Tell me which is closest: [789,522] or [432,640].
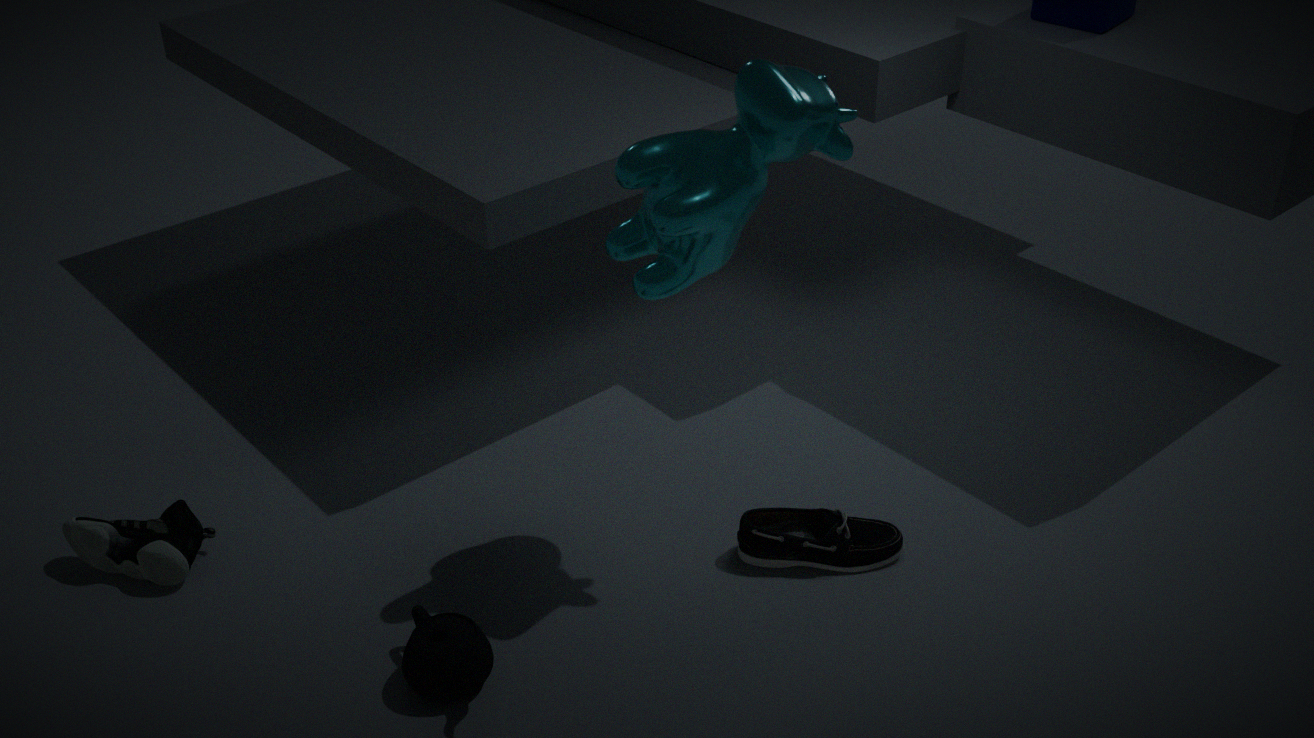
[432,640]
